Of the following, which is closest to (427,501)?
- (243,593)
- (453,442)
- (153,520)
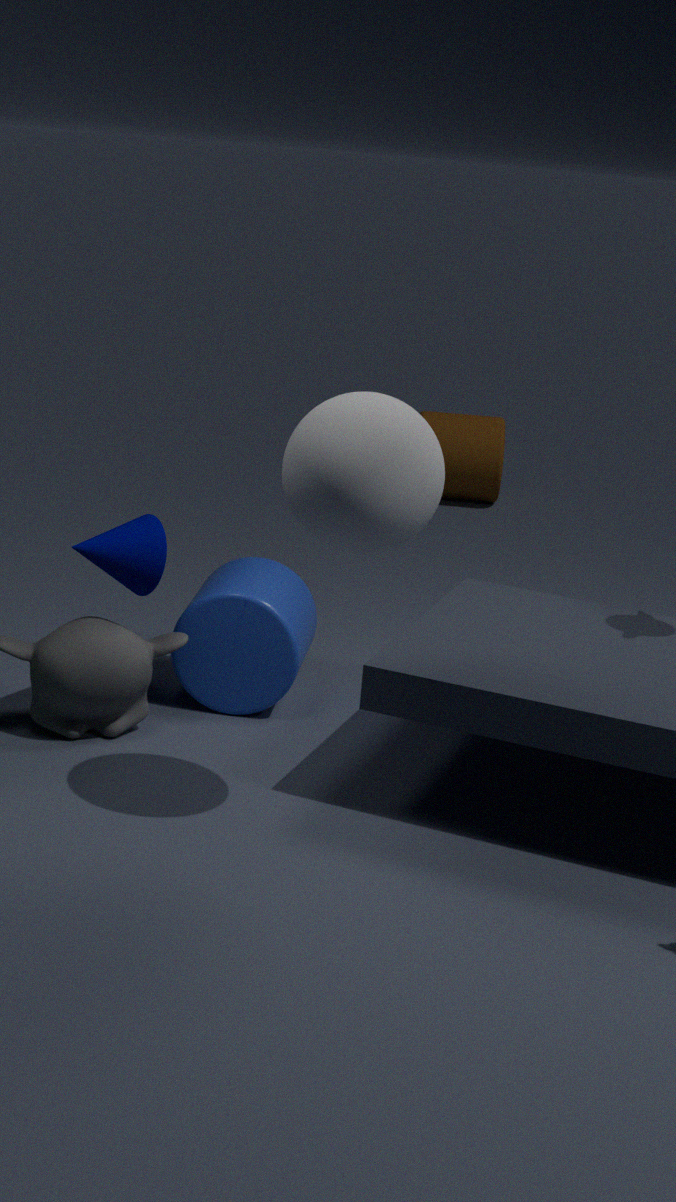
(153,520)
